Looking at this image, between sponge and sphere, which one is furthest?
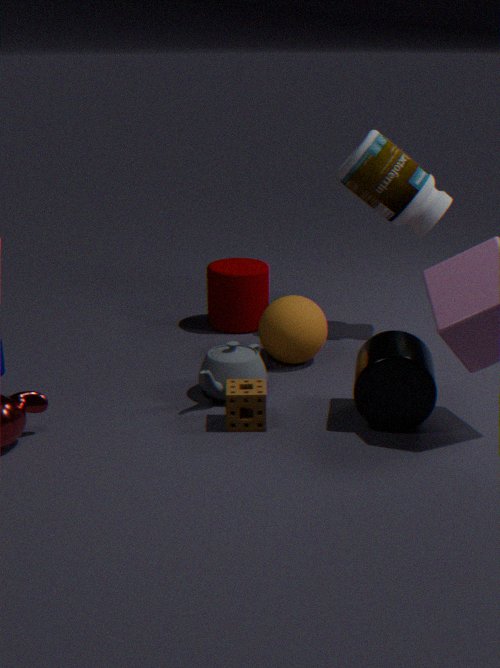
sphere
